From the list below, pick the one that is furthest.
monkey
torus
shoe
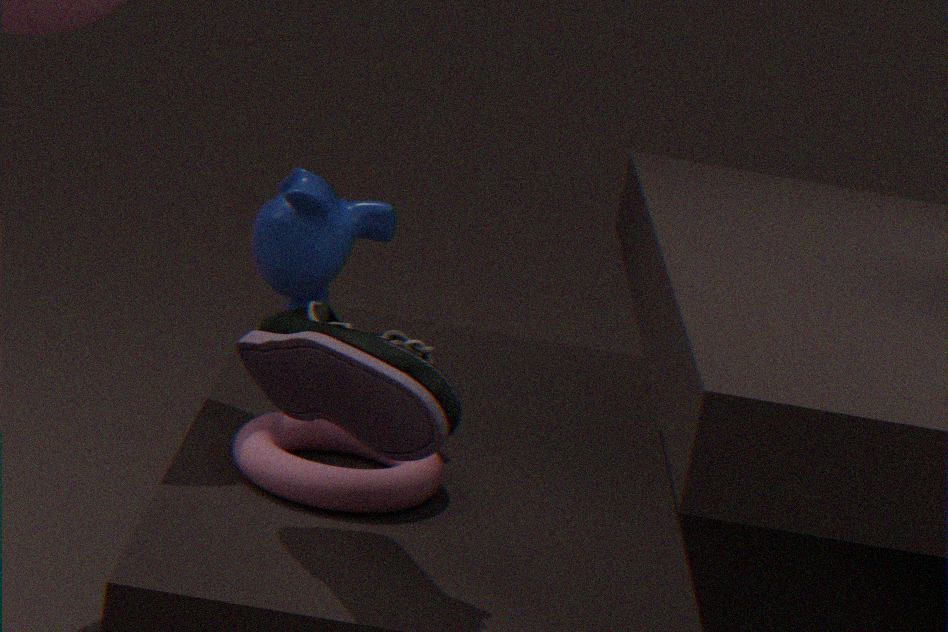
monkey
